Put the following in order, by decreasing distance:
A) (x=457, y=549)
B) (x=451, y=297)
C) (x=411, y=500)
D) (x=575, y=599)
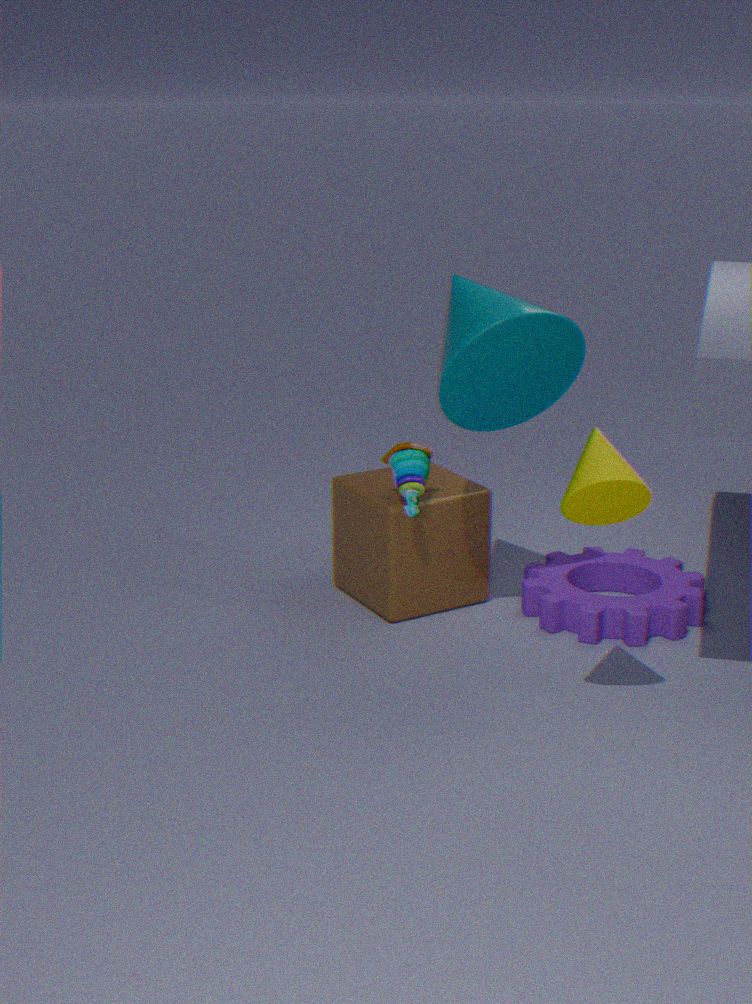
(x=457, y=549) → (x=575, y=599) → (x=411, y=500) → (x=451, y=297)
